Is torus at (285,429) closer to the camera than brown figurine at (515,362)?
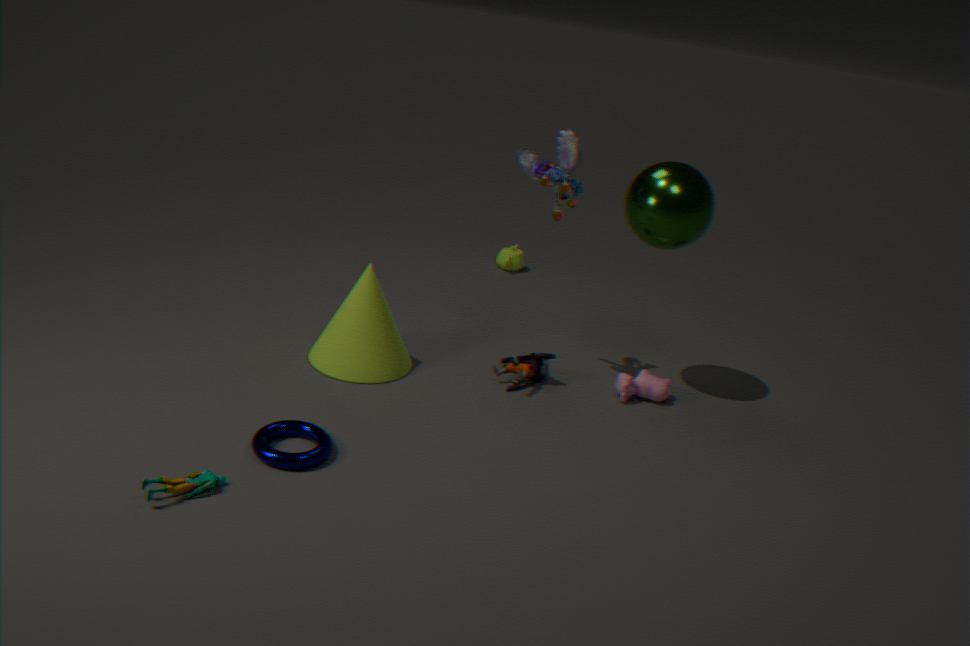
Yes
